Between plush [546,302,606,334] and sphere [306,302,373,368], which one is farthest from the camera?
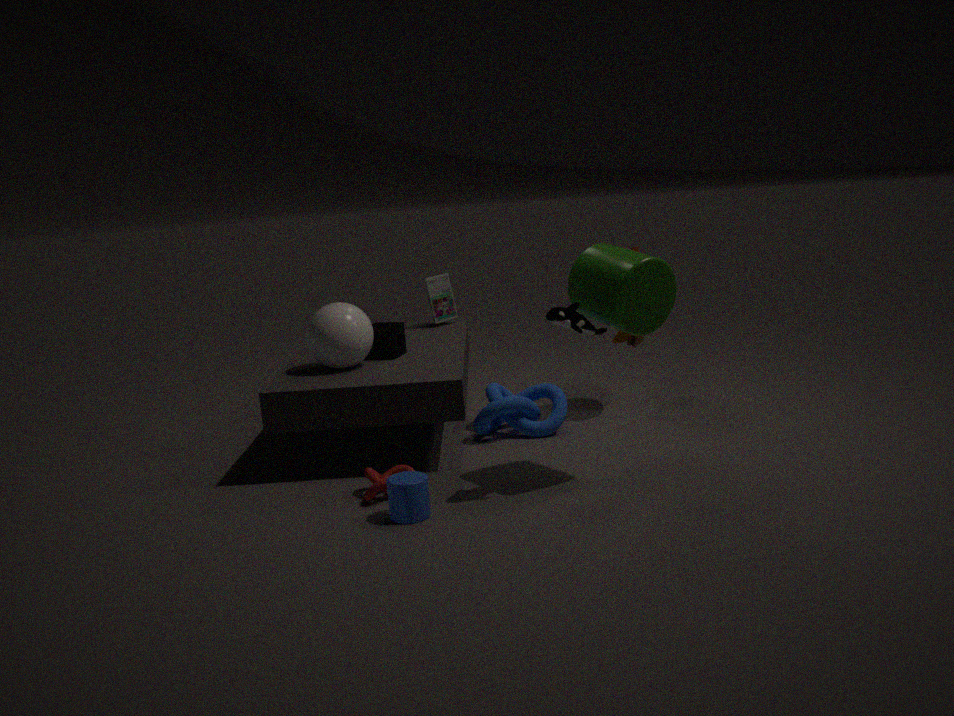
sphere [306,302,373,368]
